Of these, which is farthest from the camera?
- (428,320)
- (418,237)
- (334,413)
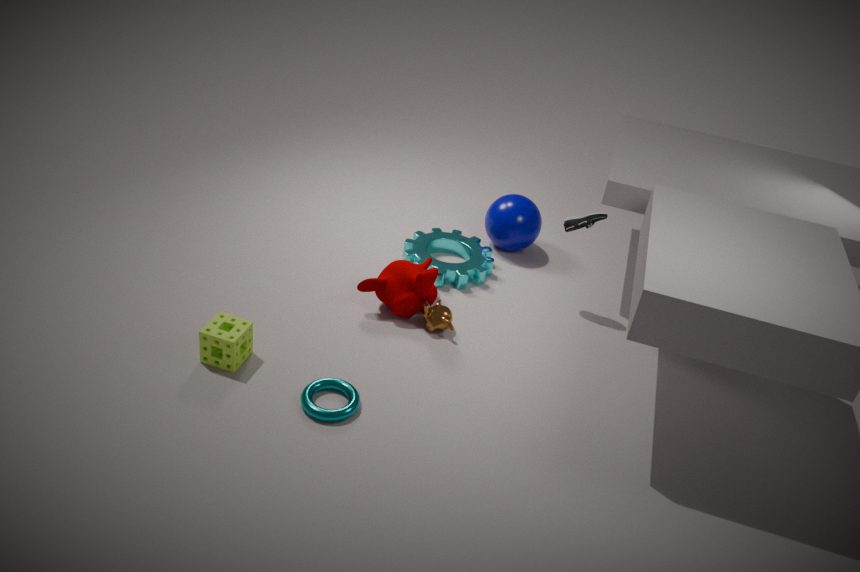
(418,237)
